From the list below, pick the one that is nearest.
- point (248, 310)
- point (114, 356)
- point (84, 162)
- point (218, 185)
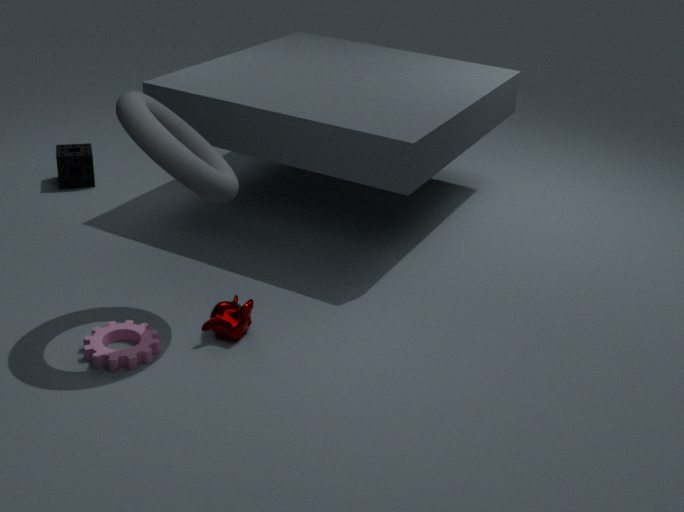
point (218, 185)
